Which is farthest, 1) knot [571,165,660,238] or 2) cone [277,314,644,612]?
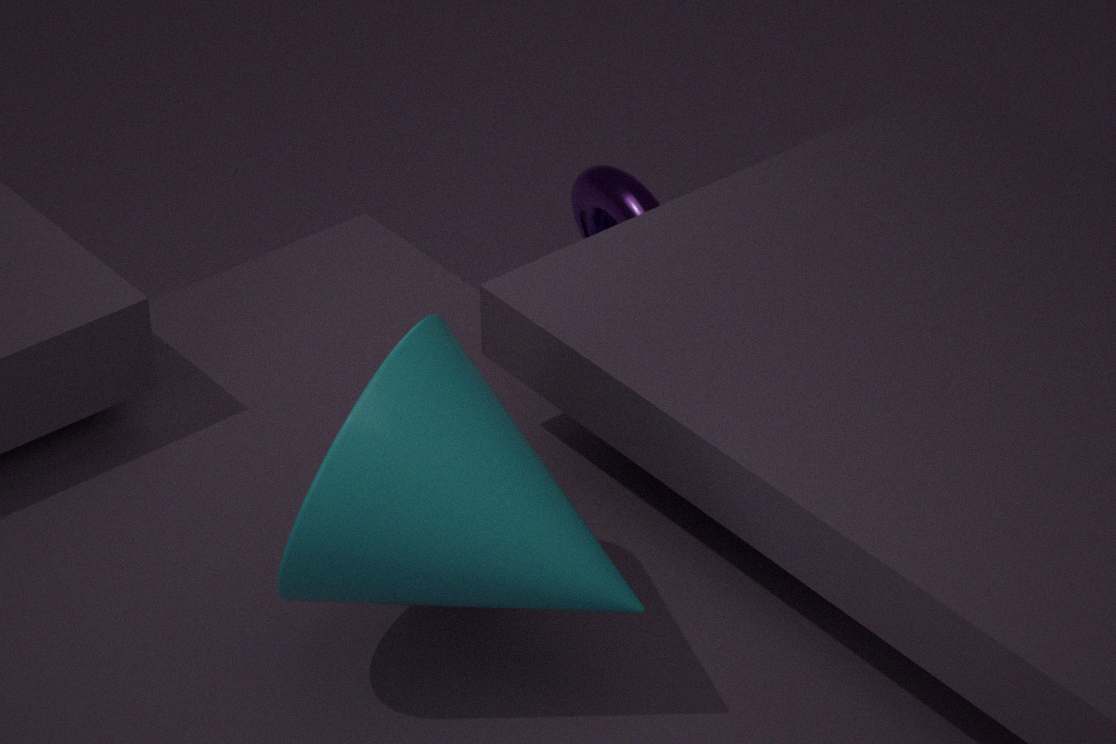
1. knot [571,165,660,238]
